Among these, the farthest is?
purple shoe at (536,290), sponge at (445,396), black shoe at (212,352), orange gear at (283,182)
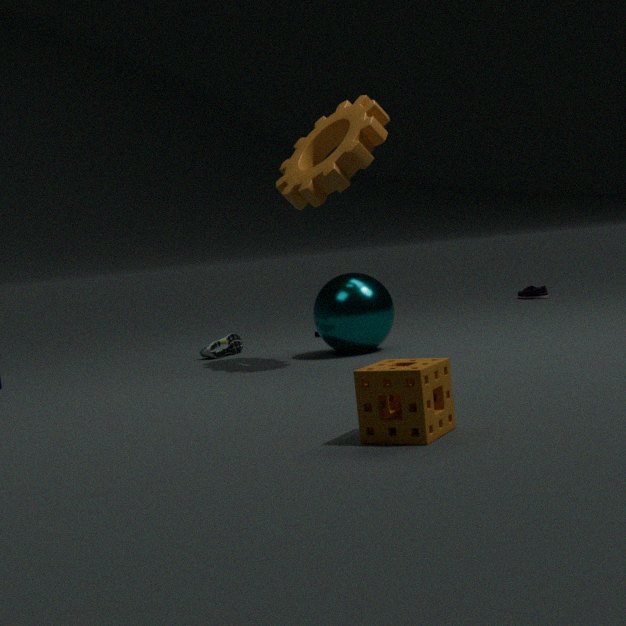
purple shoe at (536,290)
